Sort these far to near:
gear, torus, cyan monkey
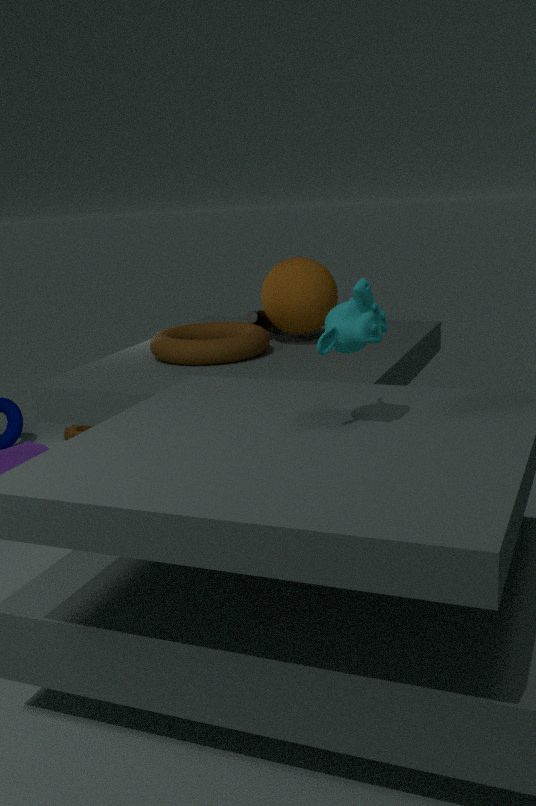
gear, torus, cyan monkey
